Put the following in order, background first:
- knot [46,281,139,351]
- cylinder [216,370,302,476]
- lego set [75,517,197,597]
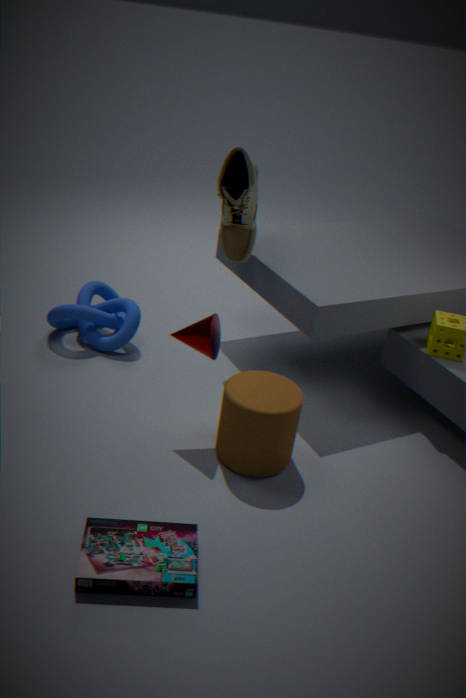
1. knot [46,281,139,351]
2. cylinder [216,370,302,476]
3. lego set [75,517,197,597]
